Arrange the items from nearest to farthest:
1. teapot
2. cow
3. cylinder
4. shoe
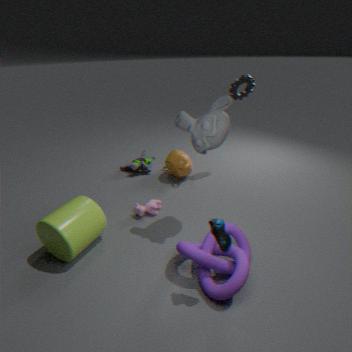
shoe
cylinder
cow
teapot
